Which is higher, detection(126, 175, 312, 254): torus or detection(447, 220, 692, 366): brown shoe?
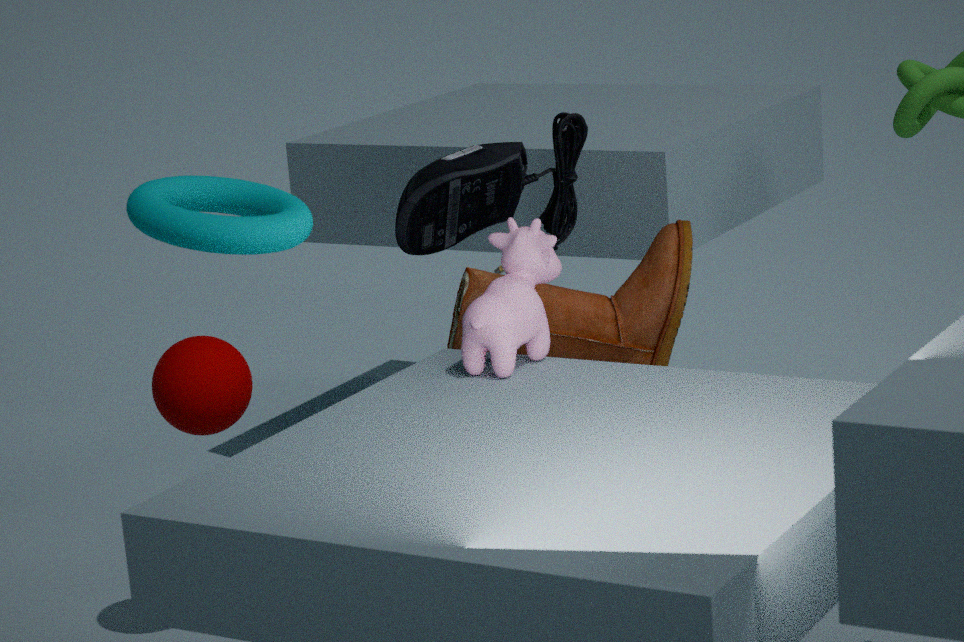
detection(126, 175, 312, 254): torus
